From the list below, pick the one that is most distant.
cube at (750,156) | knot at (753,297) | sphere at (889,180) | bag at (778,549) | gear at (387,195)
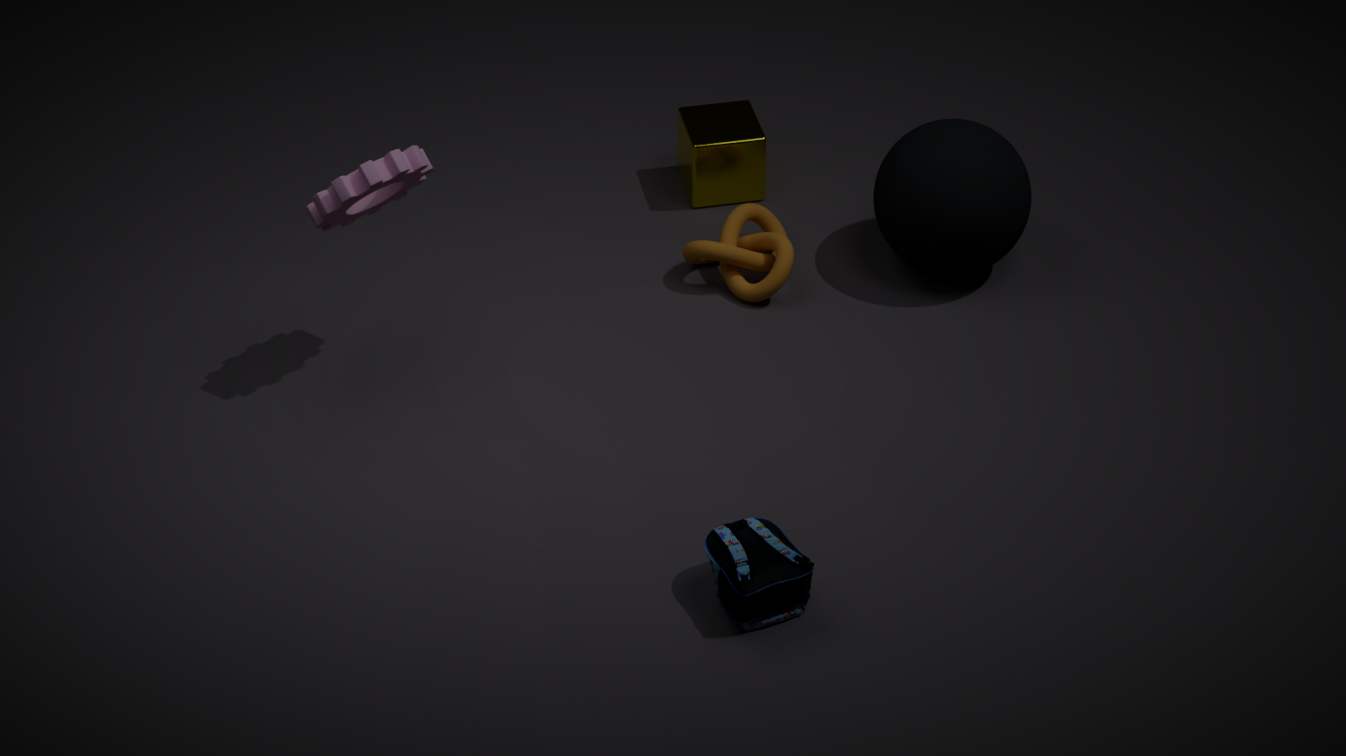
cube at (750,156)
